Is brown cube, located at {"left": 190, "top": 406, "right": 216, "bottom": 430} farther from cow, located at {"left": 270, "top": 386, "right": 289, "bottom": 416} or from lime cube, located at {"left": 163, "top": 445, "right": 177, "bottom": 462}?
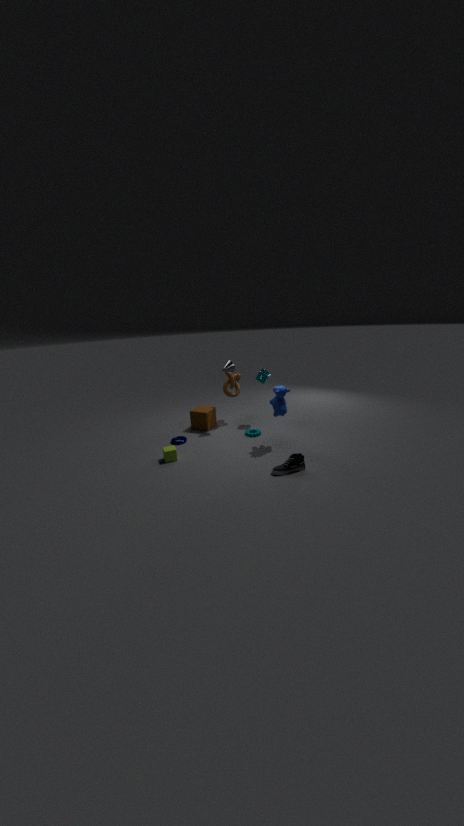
cow, located at {"left": 270, "top": 386, "right": 289, "bottom": 416}
